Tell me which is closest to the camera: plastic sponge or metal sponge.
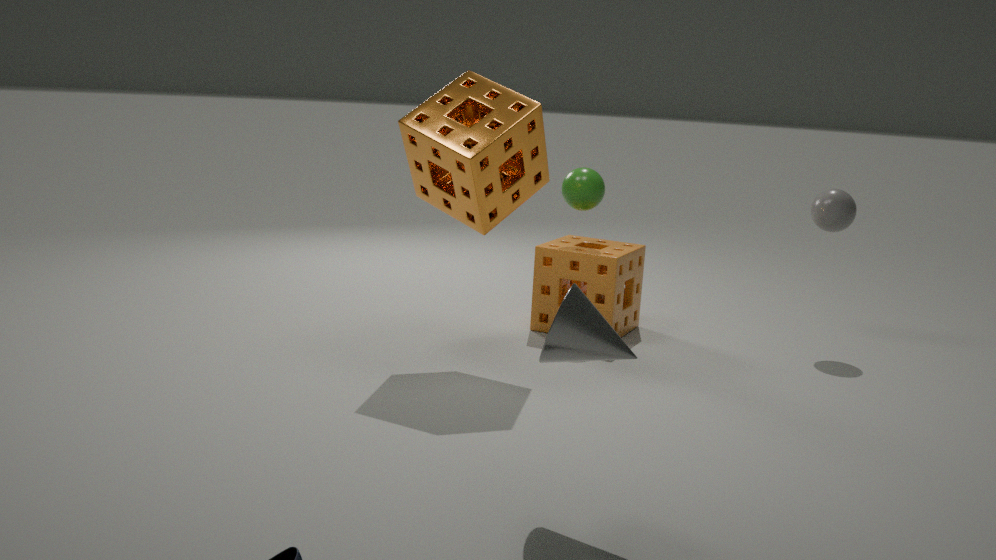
metal sponge
